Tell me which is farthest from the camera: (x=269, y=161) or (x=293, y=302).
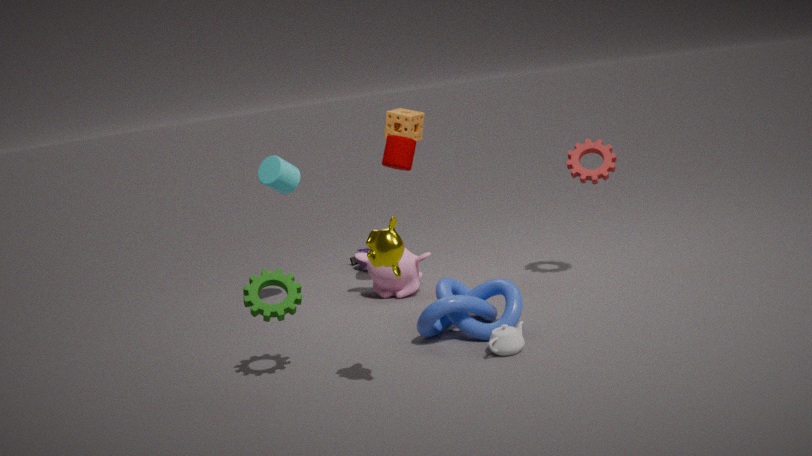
(x=269, y=161)
